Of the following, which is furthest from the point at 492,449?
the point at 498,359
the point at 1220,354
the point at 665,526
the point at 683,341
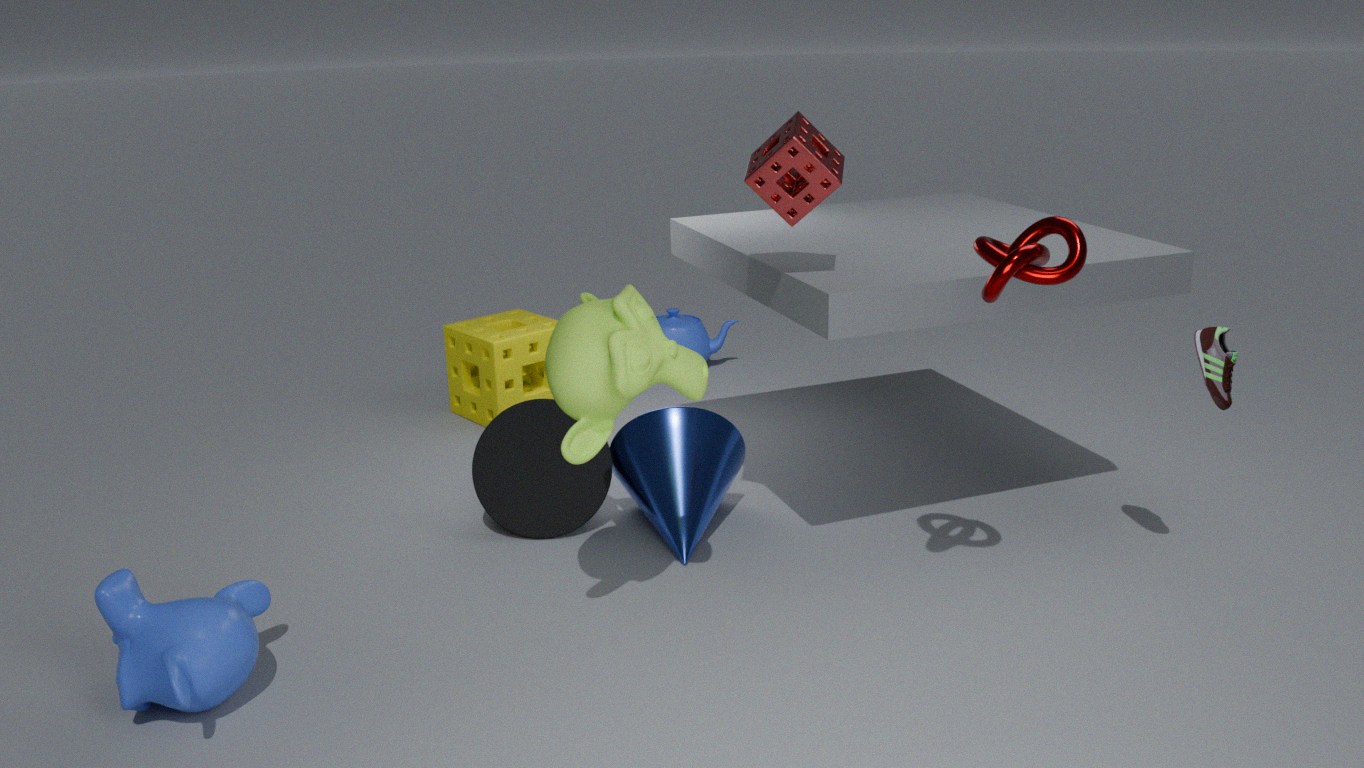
the point at 1220,354
